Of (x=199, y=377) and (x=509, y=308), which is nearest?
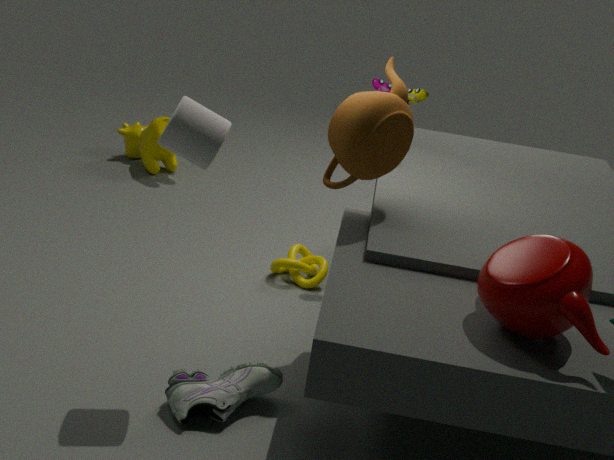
(x=509, y=308)
